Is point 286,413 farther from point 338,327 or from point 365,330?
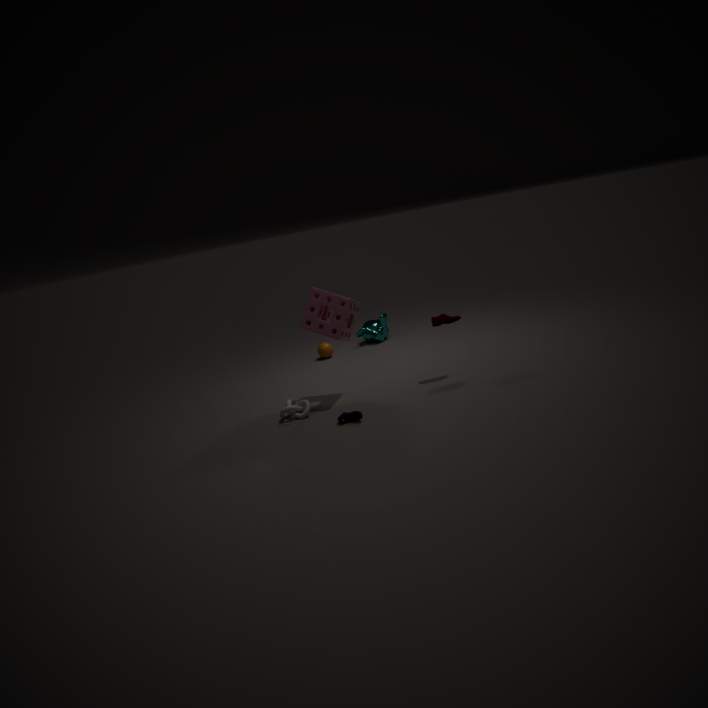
point 365,330
